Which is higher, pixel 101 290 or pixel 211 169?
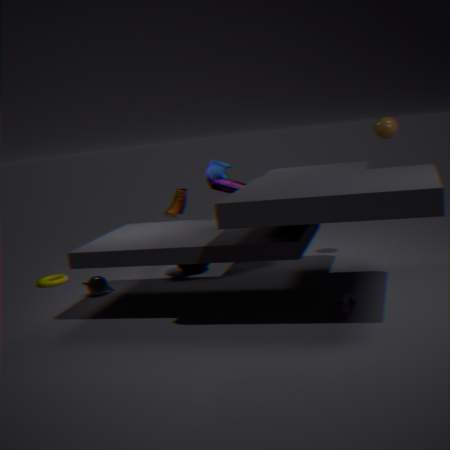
pixel 211 169
